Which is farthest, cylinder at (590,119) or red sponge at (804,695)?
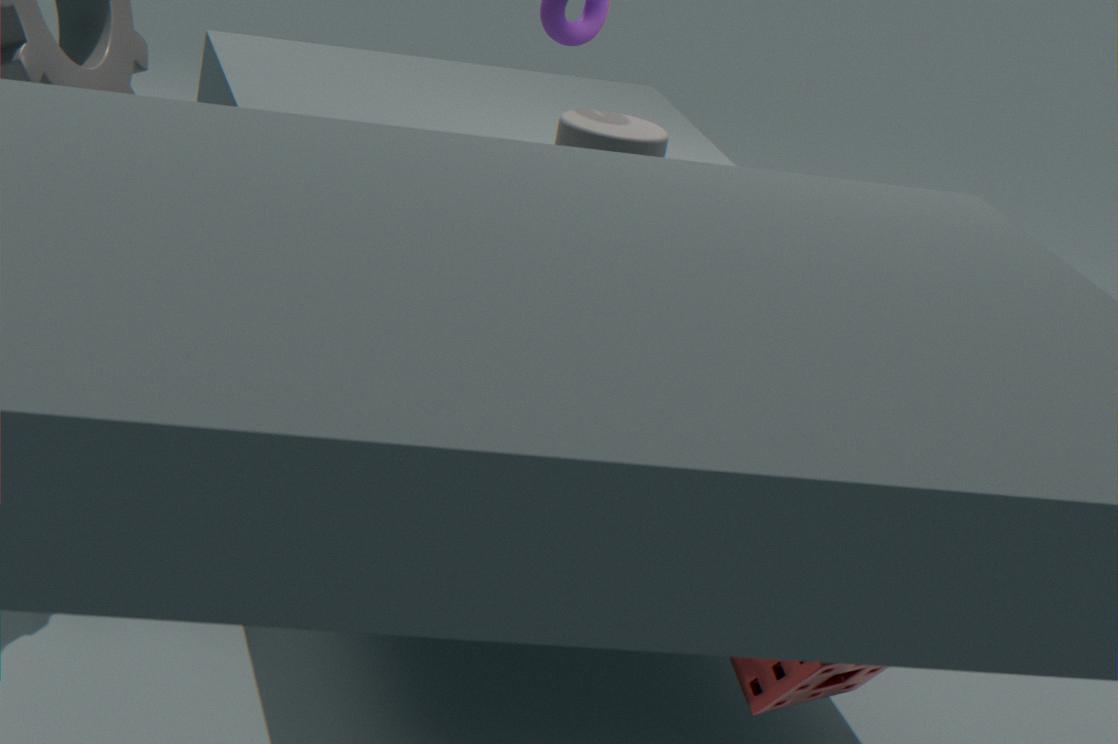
cylinder at (590,119)
